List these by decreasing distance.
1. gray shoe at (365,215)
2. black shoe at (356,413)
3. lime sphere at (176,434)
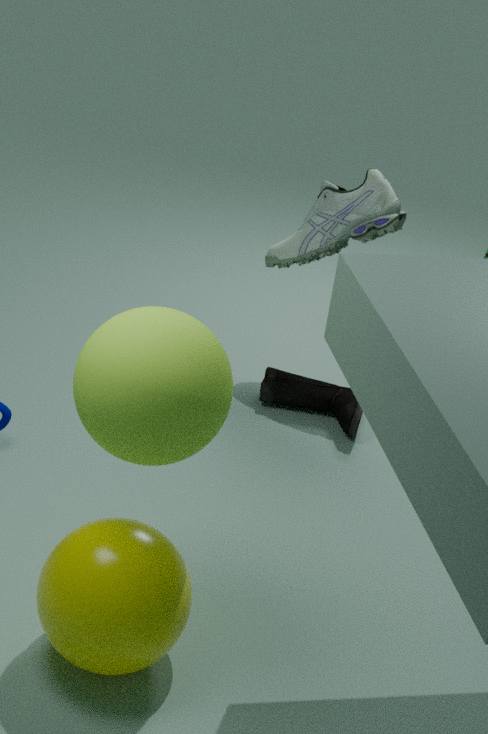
gray shoe at (365,215)
black shoe at (356,413)
lime sphere at (176,434)
